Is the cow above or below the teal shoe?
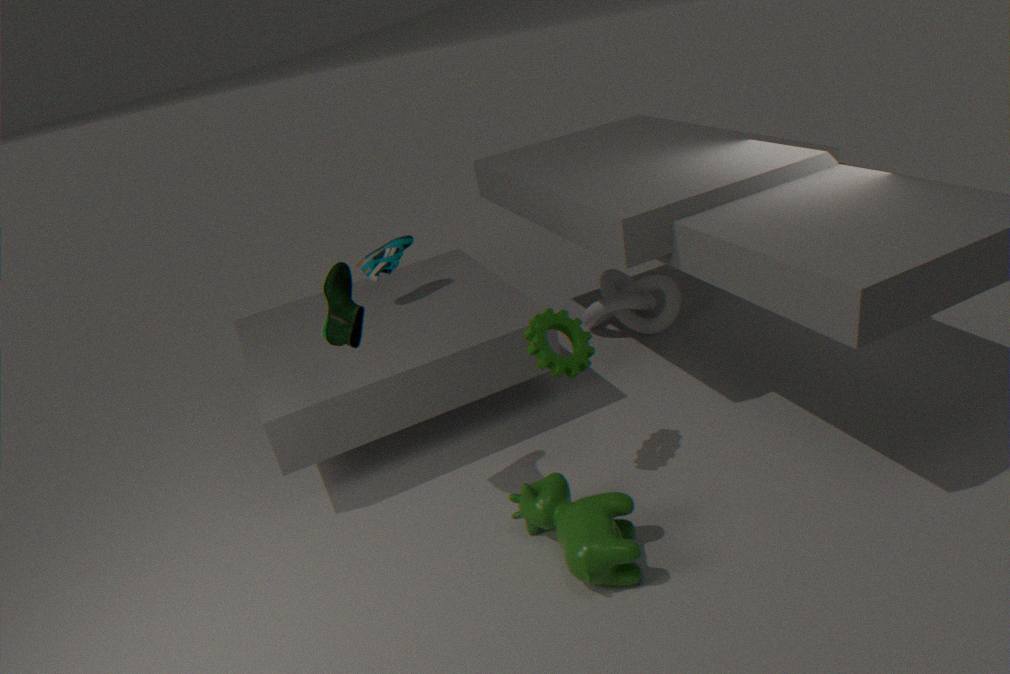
below
